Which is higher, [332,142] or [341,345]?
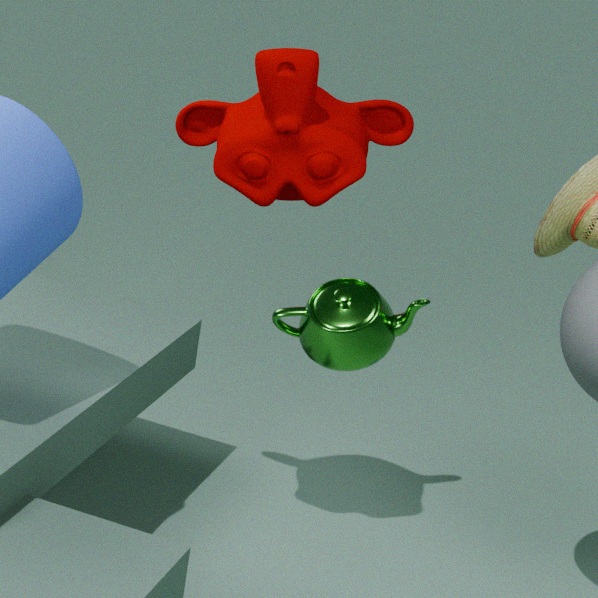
[332,142]
